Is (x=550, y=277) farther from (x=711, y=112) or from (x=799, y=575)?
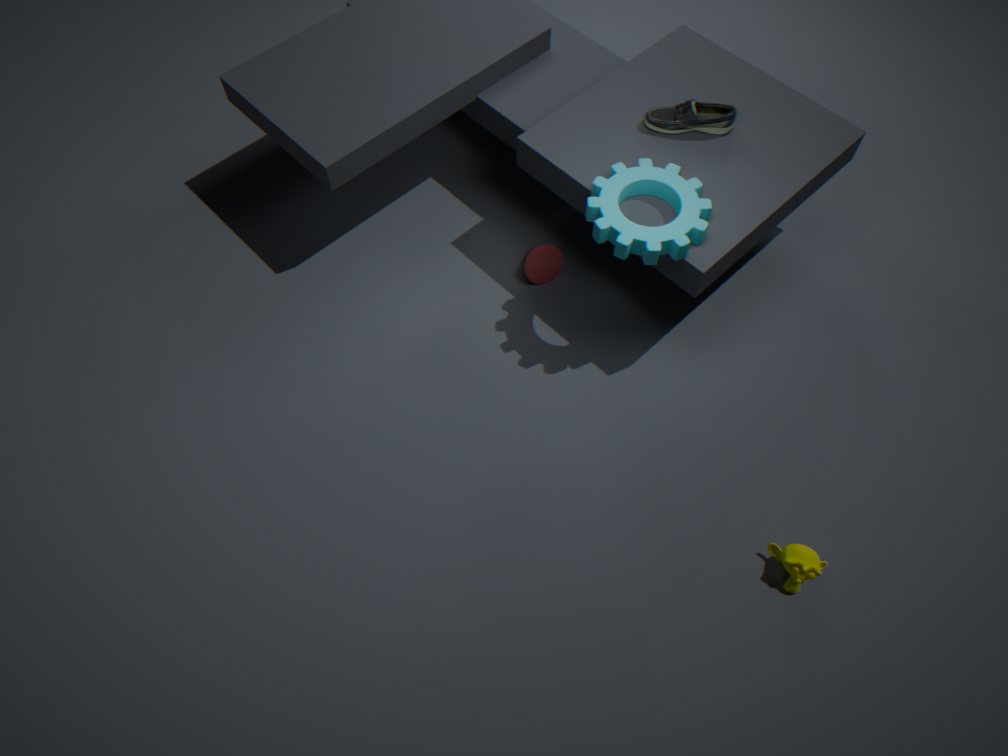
(x=799, y=575)
